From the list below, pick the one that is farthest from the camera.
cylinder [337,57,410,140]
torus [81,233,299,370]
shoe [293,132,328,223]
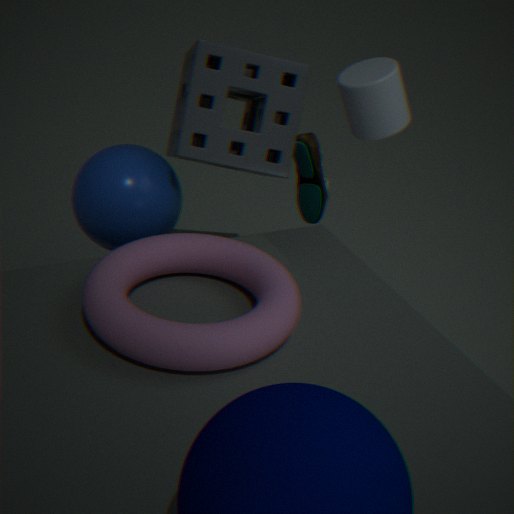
shoe [293,132,328,223]
